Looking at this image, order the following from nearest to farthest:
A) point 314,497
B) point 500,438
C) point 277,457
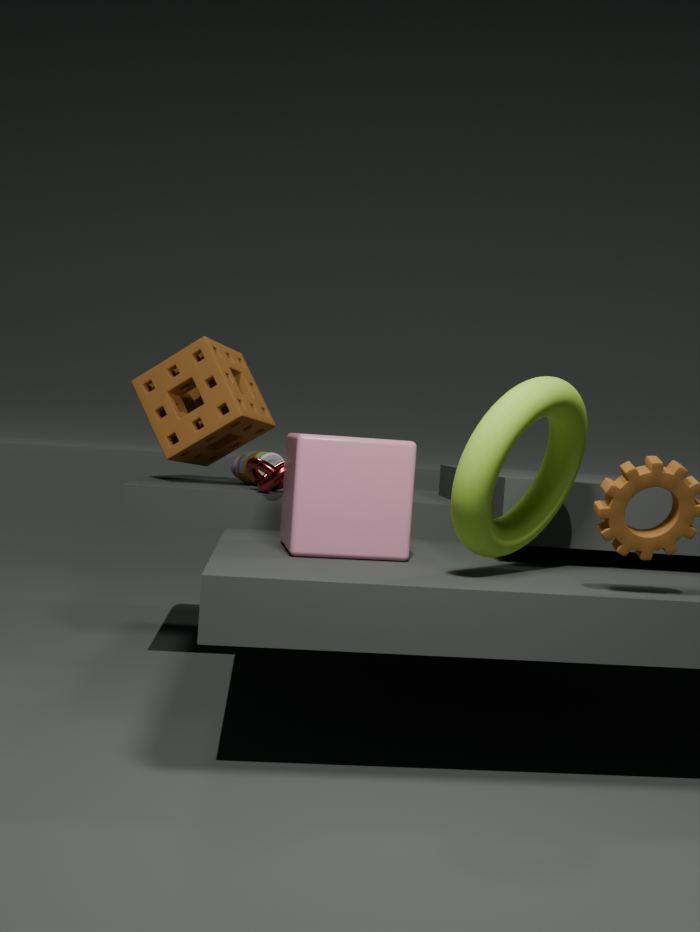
point 500,438
point 314,497
point 277,457
